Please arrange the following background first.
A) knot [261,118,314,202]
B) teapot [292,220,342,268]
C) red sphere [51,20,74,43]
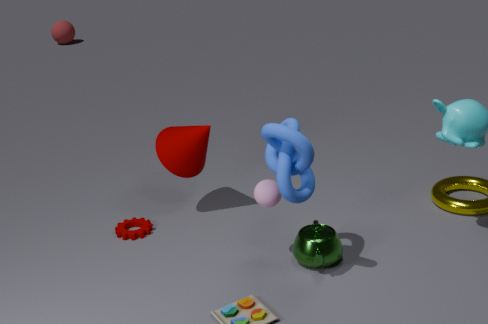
red sphere [51,20,74,43] < teapot [292,220,342,268] < knot [261,118,314,202]
